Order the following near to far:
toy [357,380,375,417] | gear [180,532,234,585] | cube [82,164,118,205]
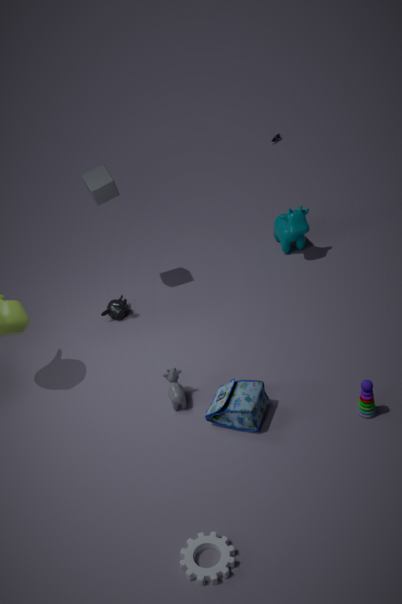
gear [180,532,234,585] < toy [357,380,375,417] < cube [82,164,118,205]
